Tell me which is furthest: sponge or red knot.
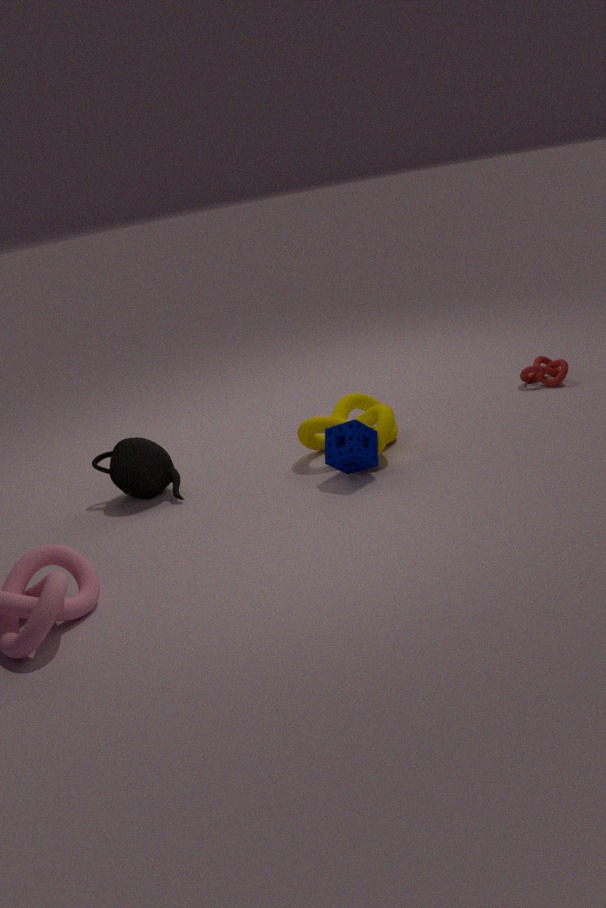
red knot
